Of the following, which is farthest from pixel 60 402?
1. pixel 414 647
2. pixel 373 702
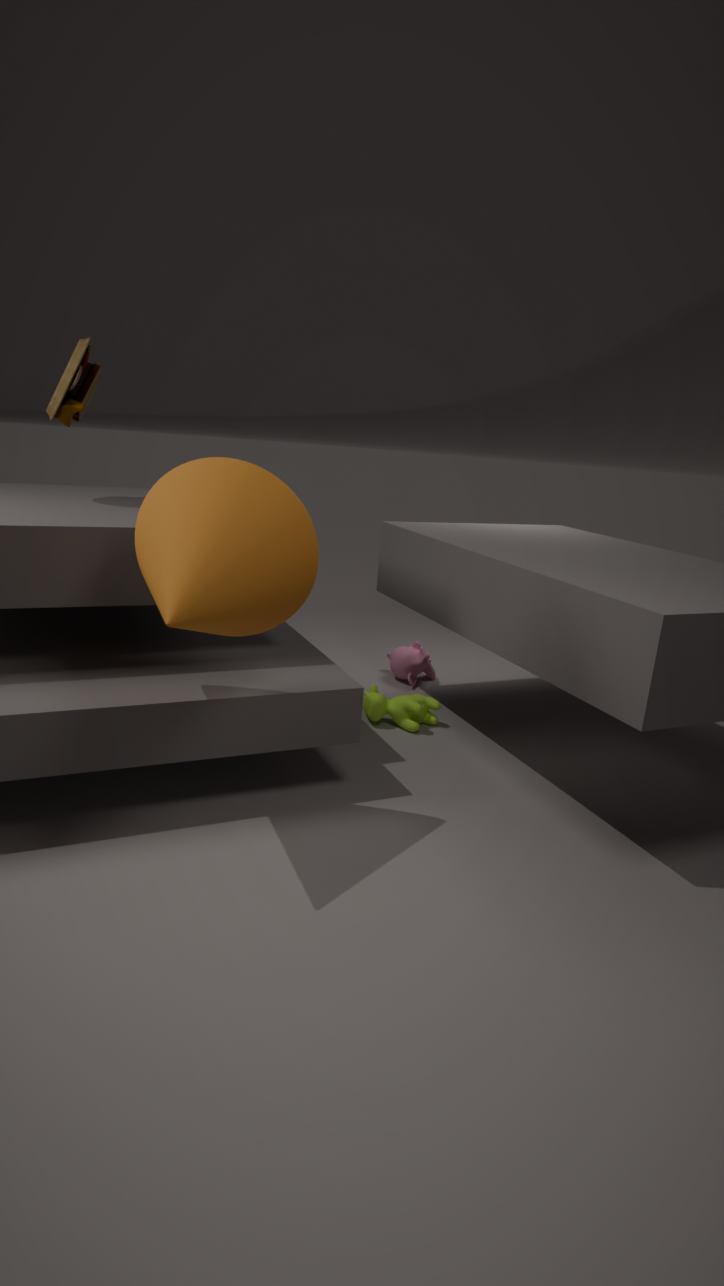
pixel 414 647
